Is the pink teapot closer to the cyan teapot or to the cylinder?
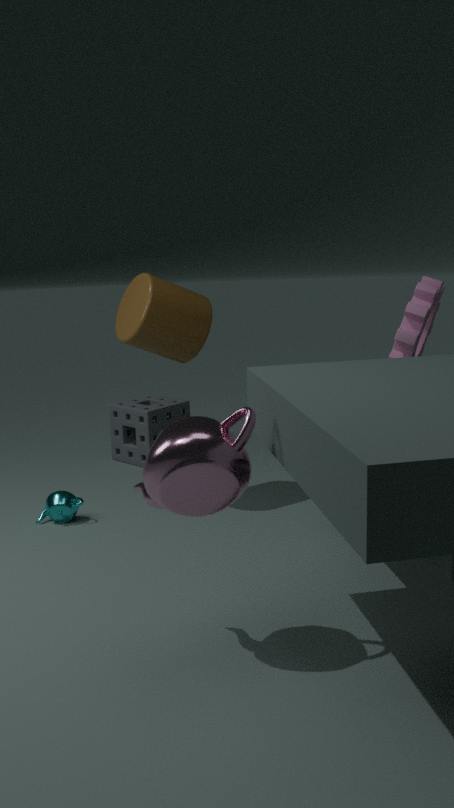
the cylinder
